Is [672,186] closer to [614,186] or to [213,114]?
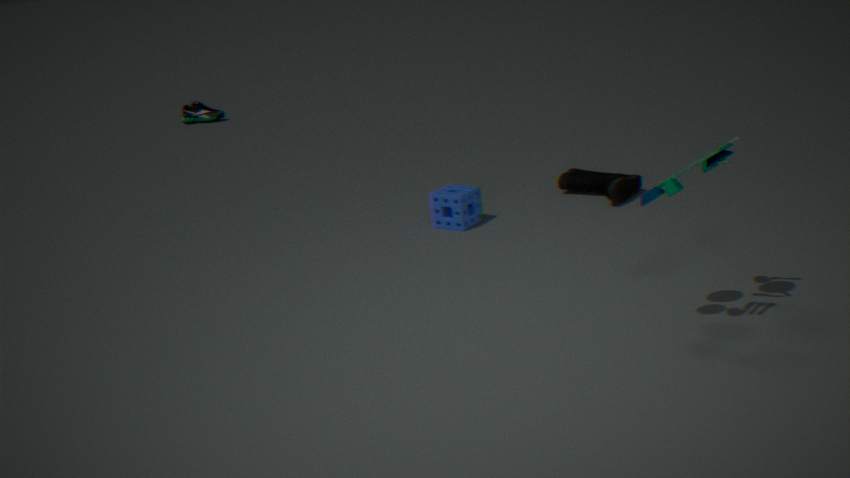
[614,186]
